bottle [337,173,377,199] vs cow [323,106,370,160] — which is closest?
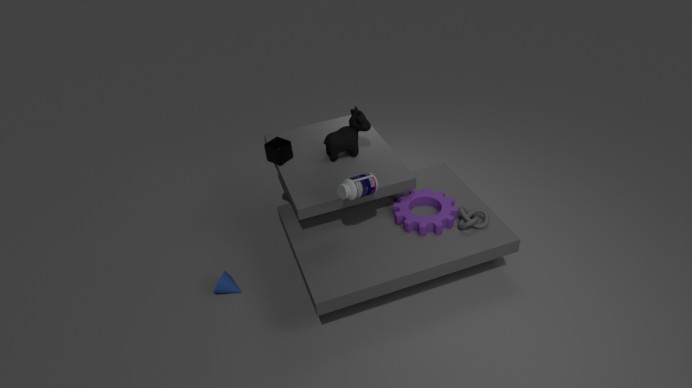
bottle [337,173,377,199]
